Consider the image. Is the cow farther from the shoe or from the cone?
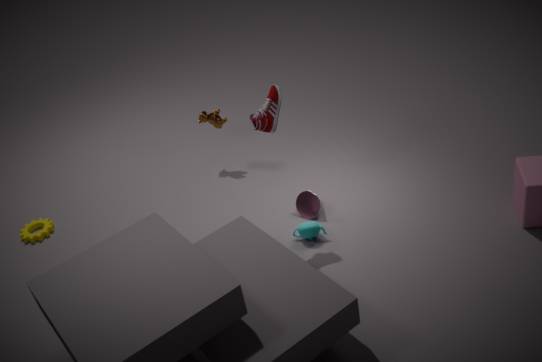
the shoe
